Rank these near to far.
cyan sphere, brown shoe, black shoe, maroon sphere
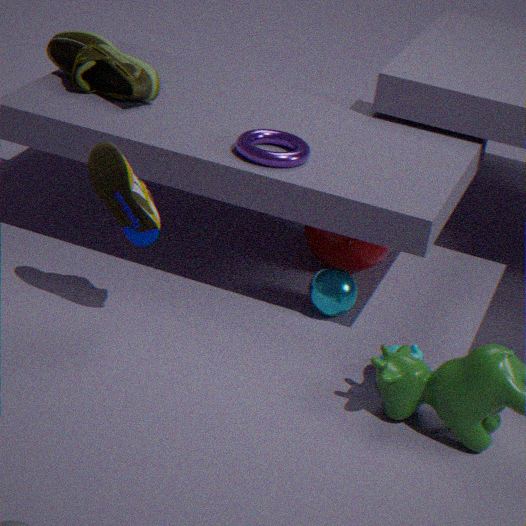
1. black shoe
2. cyan sphere
3. brown shoe
4. maroon sphere
